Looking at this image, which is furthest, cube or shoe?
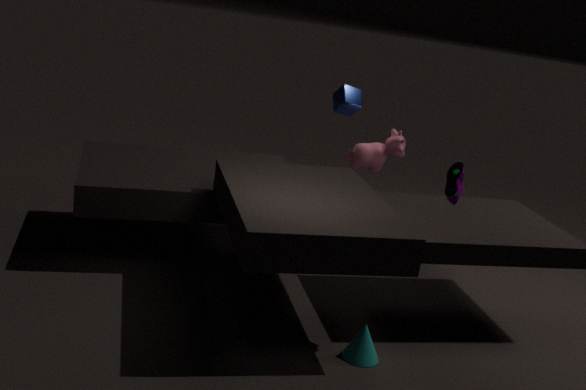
cube
